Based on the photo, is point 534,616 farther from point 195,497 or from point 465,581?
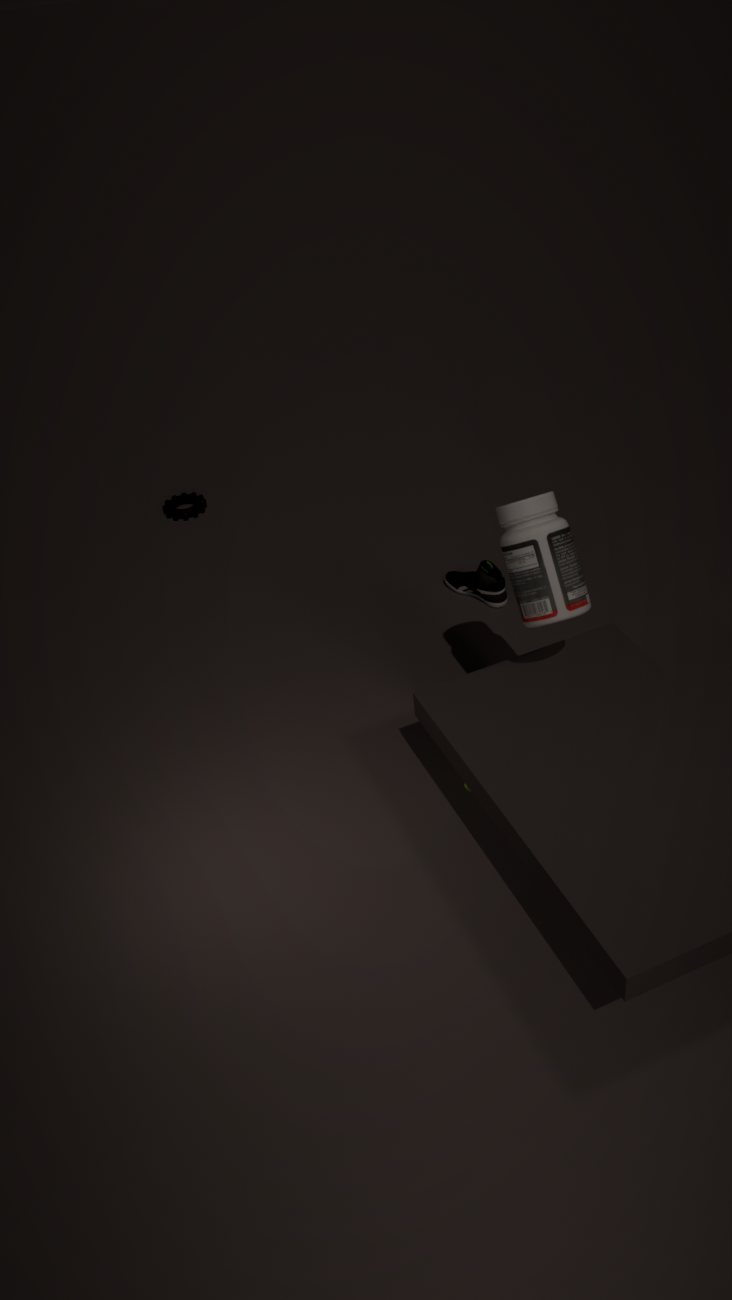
point 195,497
